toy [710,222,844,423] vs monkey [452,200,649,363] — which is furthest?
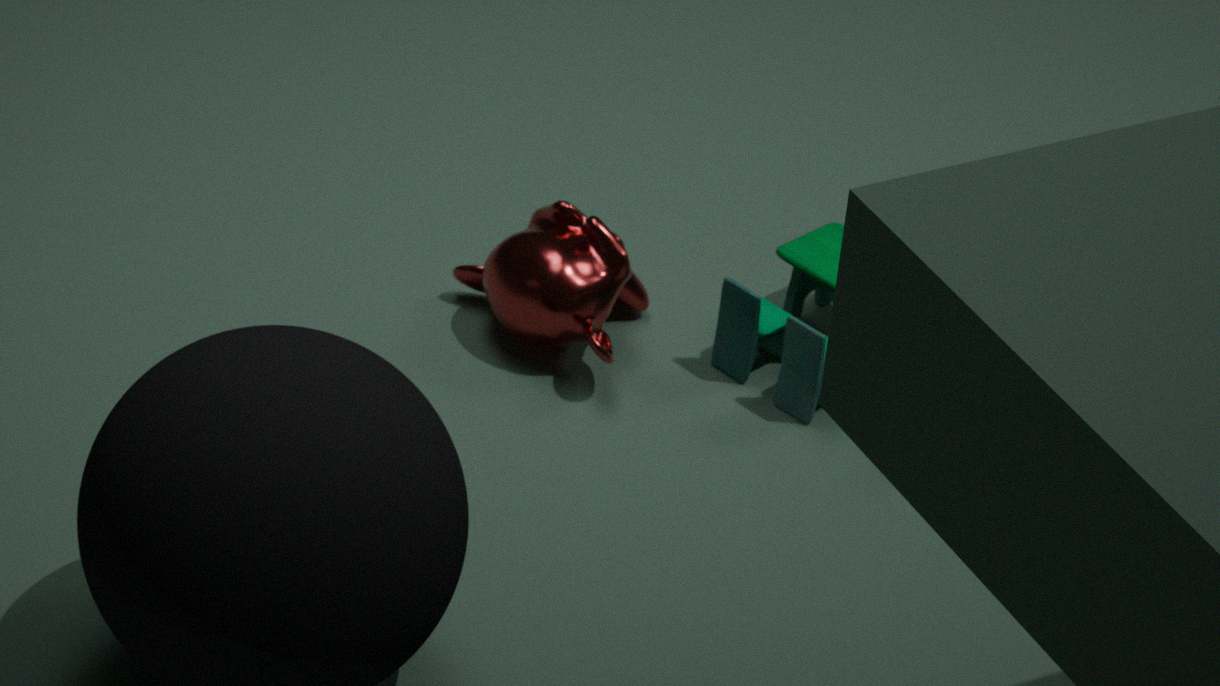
monkey [452,200,649,363]
